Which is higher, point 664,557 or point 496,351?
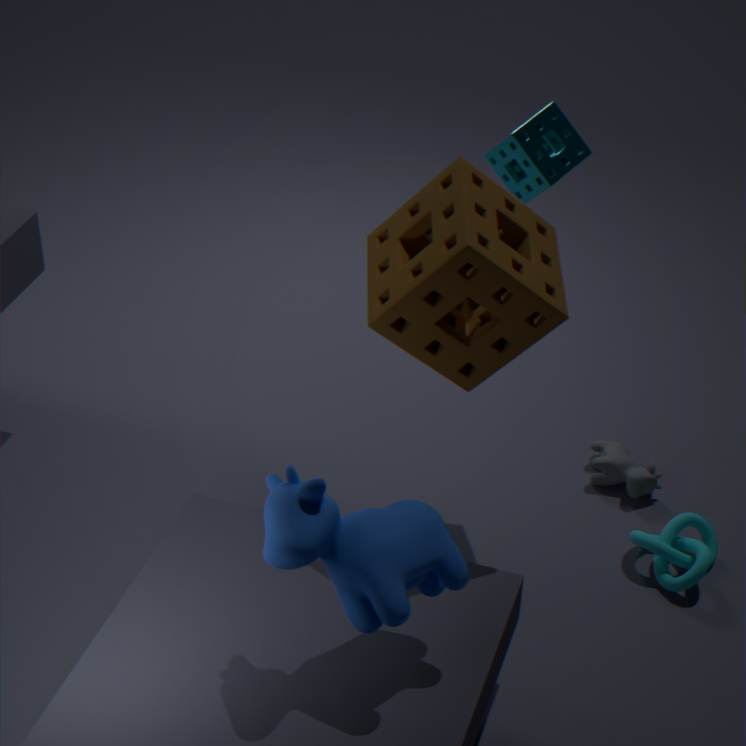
point 496,351
